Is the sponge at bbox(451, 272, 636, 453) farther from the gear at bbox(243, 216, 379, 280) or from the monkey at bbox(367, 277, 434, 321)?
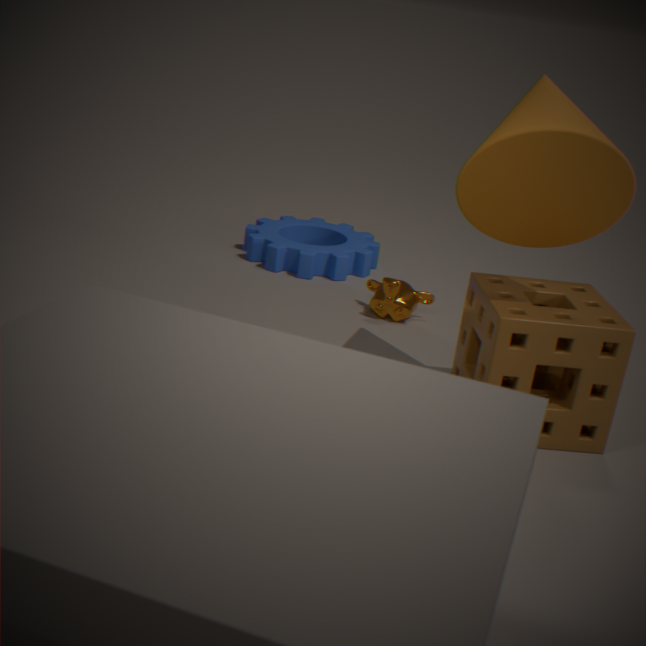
the gear at bbox(243, 216, 379, 280)
